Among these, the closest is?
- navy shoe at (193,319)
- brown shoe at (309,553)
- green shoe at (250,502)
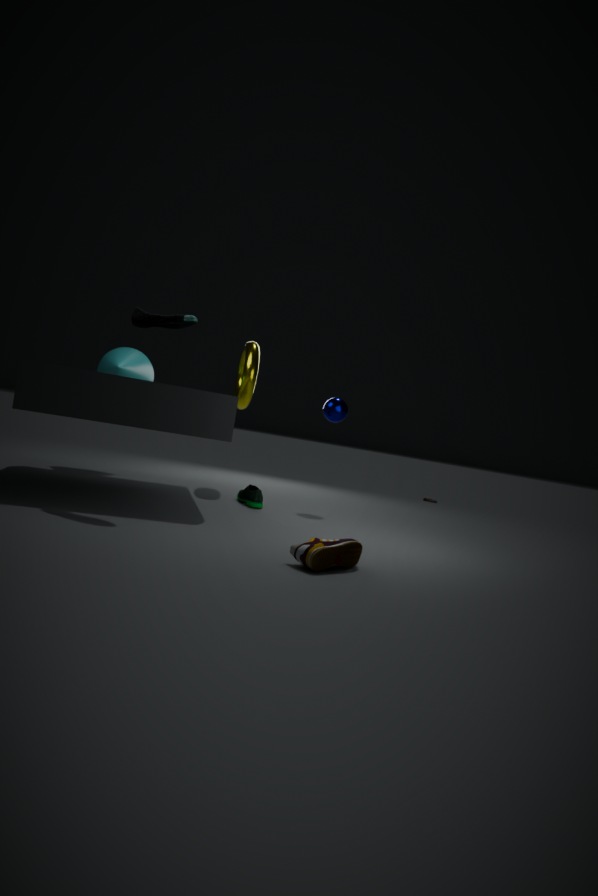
brown shoe at (309,553)
